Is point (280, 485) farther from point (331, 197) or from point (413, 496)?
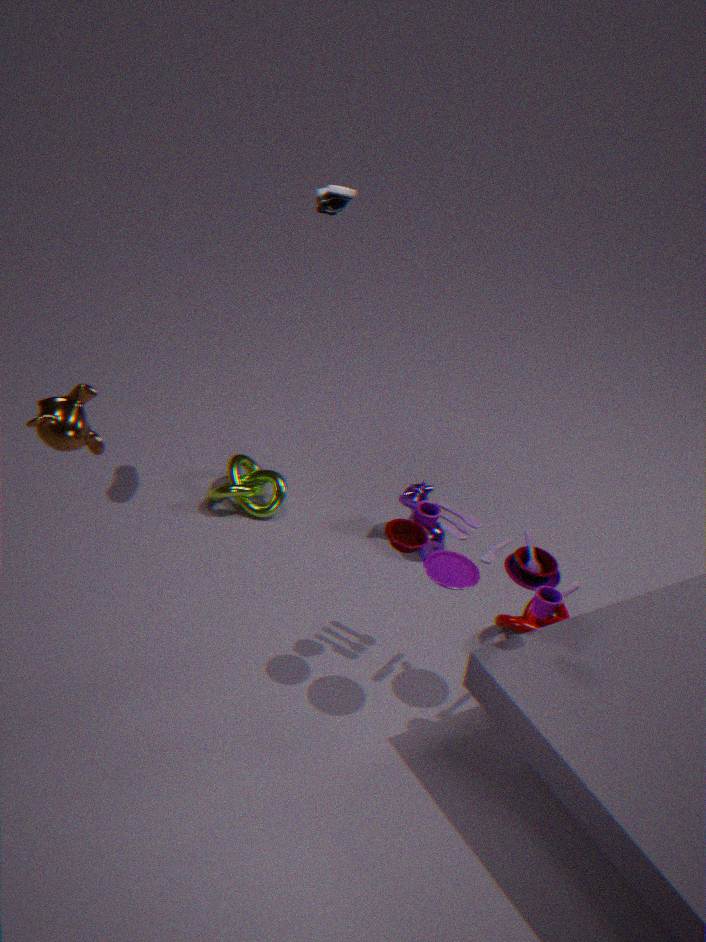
point (331, 197)
